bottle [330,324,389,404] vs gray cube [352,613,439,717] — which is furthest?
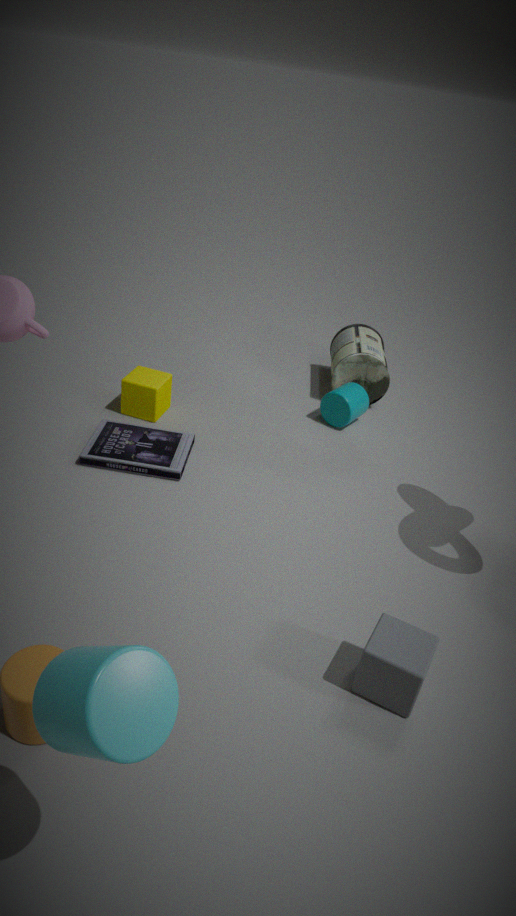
bottle [330,324,389,404]
